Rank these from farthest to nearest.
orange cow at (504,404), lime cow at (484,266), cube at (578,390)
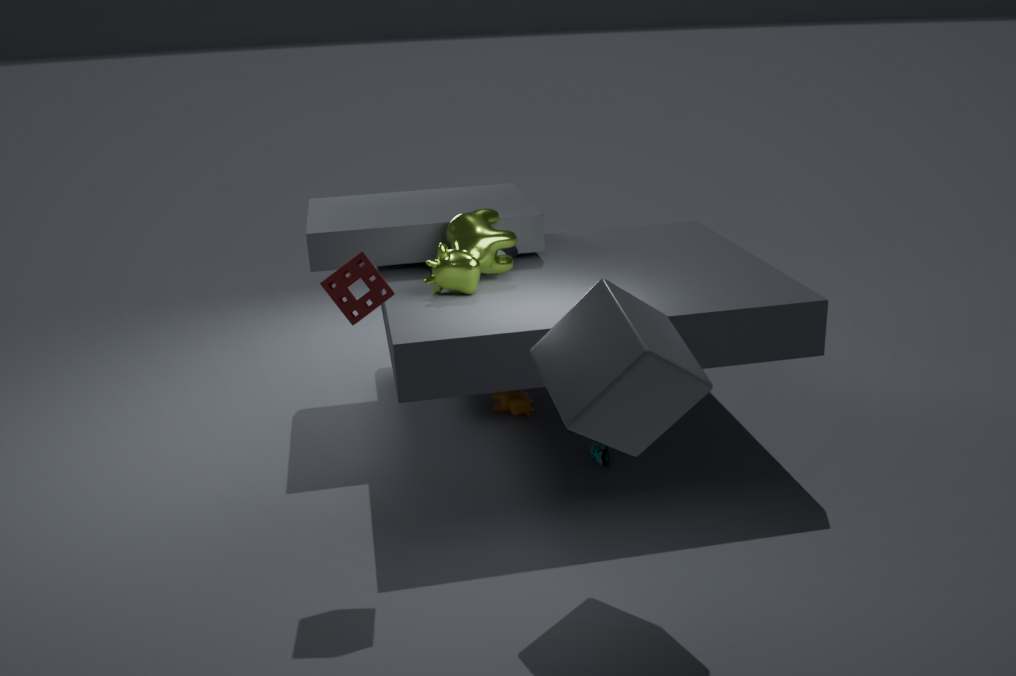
orange cow at (504,404), lime cow at (484,266), cube at (578,390)
